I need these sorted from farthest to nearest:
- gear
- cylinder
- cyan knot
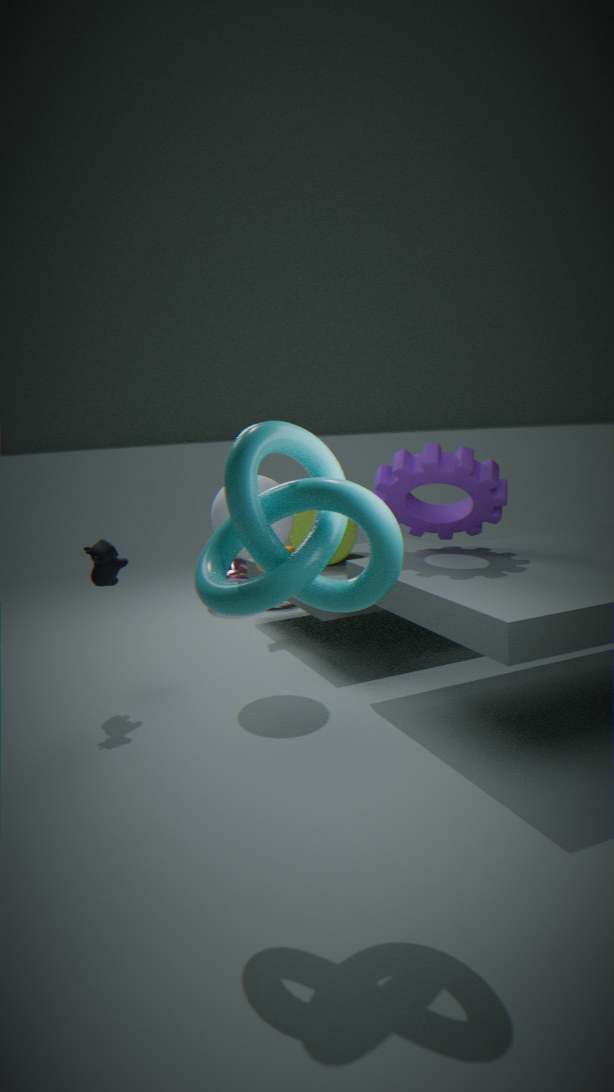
cylinder, gear, cyan knot
